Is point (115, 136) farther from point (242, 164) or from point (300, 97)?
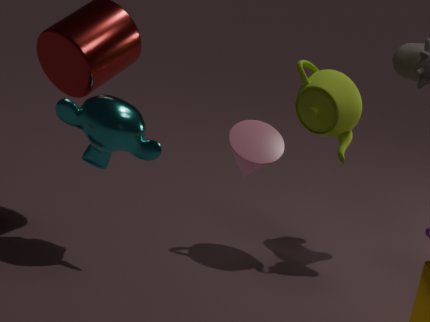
point (300, 97)
